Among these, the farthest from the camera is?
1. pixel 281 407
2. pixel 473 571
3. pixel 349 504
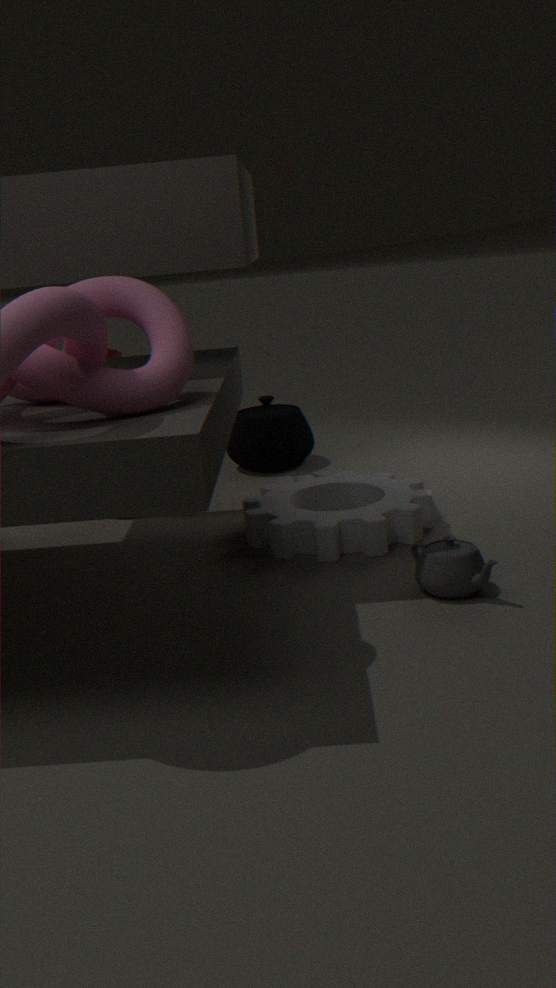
pixel 281 407
